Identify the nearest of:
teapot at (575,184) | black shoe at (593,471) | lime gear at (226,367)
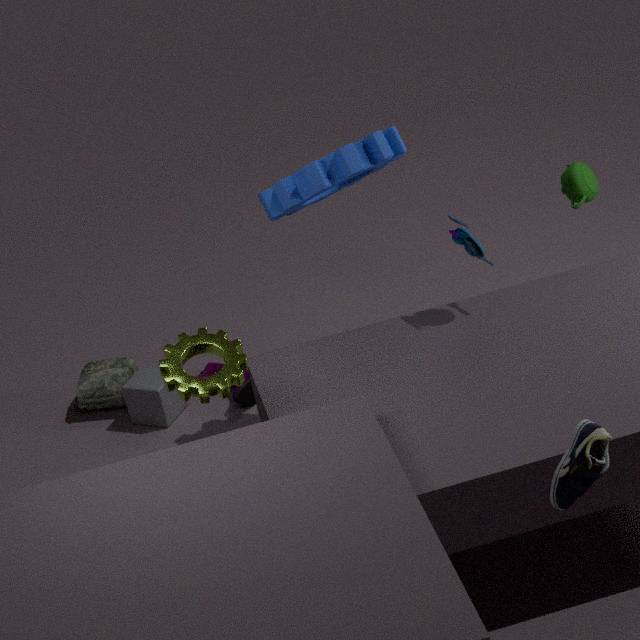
black shoe at (593,471)
